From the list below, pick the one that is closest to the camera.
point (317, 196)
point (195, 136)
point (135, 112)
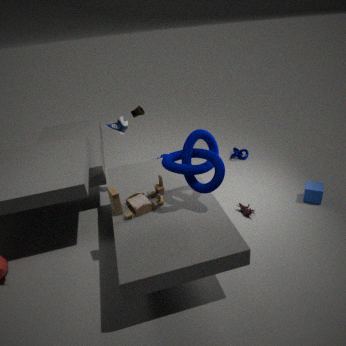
point (195, 136)
